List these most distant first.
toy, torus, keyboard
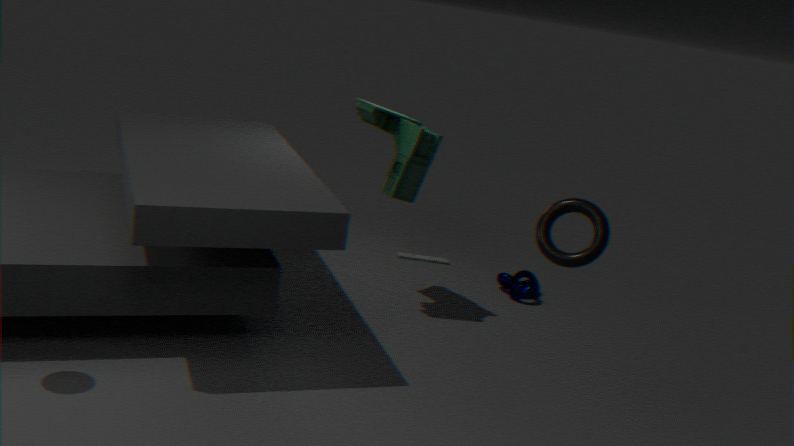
keyboard → toy → torus
